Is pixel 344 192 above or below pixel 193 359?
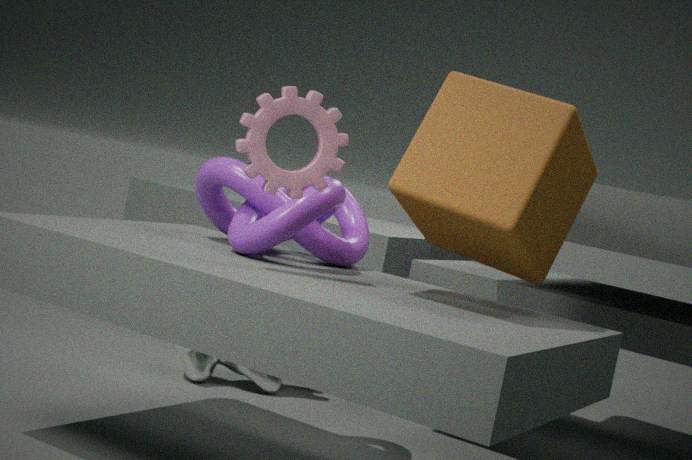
above
